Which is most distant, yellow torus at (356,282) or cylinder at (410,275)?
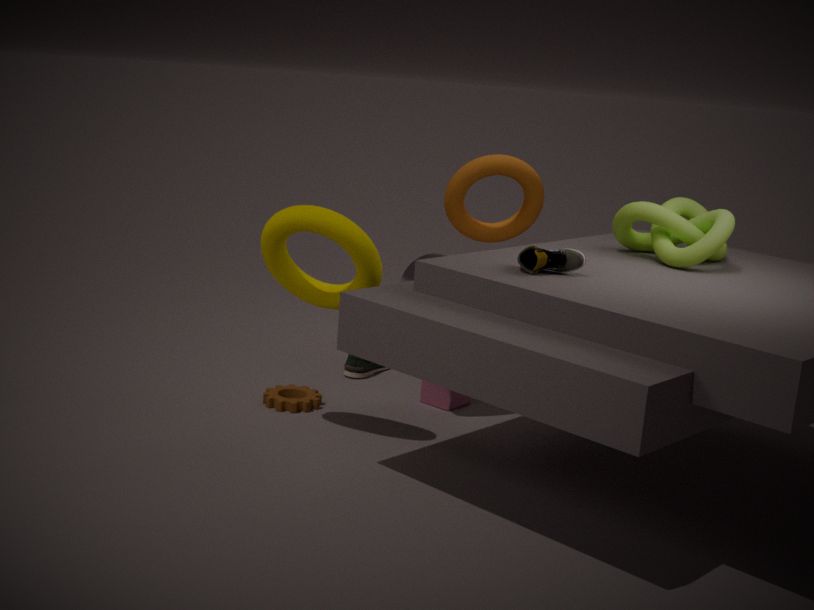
cylinder at (410,275)
